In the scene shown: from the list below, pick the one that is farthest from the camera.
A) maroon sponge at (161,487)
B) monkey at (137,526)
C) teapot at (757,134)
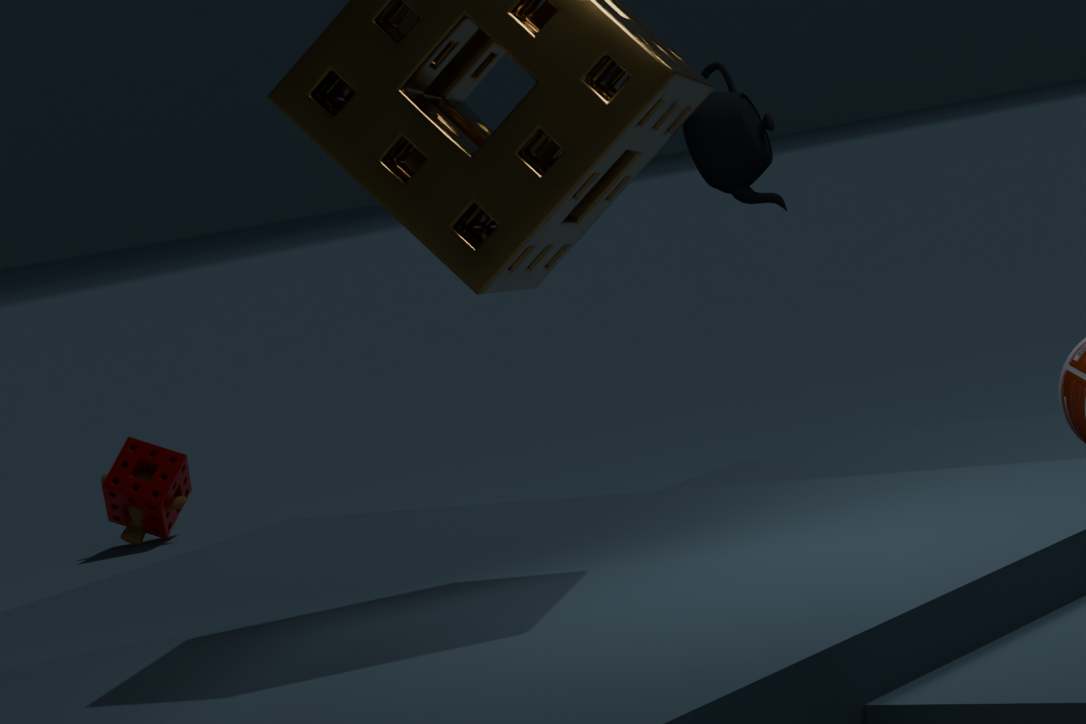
monkey at (137,526)
